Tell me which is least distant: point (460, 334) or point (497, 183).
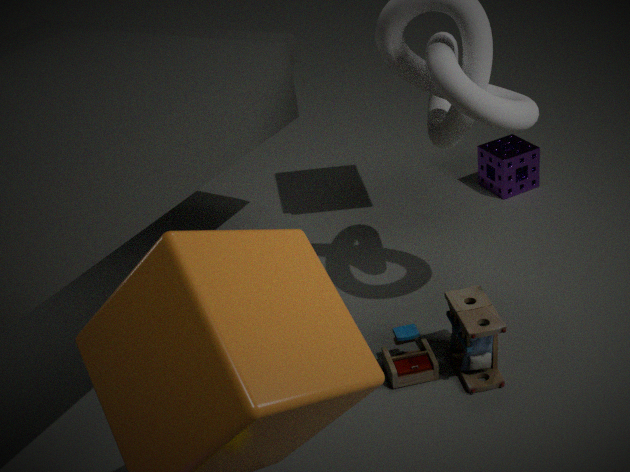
point (460, 334)
